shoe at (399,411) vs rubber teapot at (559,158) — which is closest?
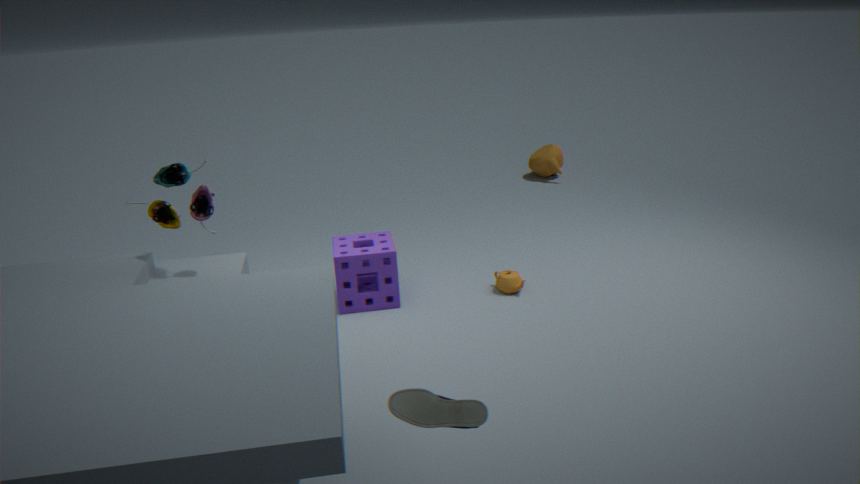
shoe at (399,411)
